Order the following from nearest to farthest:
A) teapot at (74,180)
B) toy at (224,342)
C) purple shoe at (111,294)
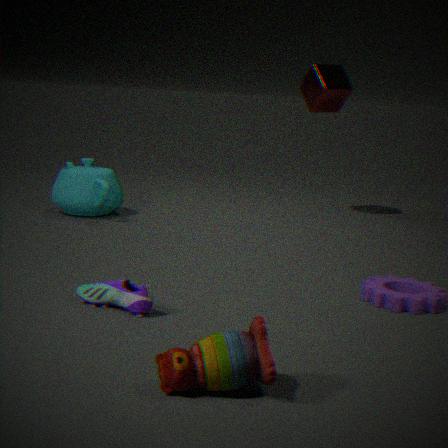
1. toy at (224,342)
2. purple shoe at (111,294)
3. teapot at (74,180)
